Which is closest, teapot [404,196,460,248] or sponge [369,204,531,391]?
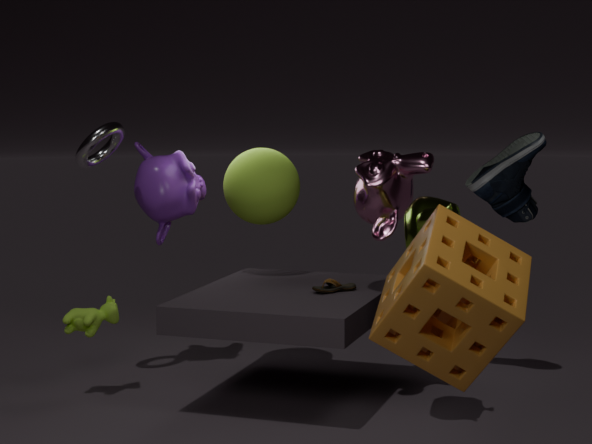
sponge [369,204,531,391]
